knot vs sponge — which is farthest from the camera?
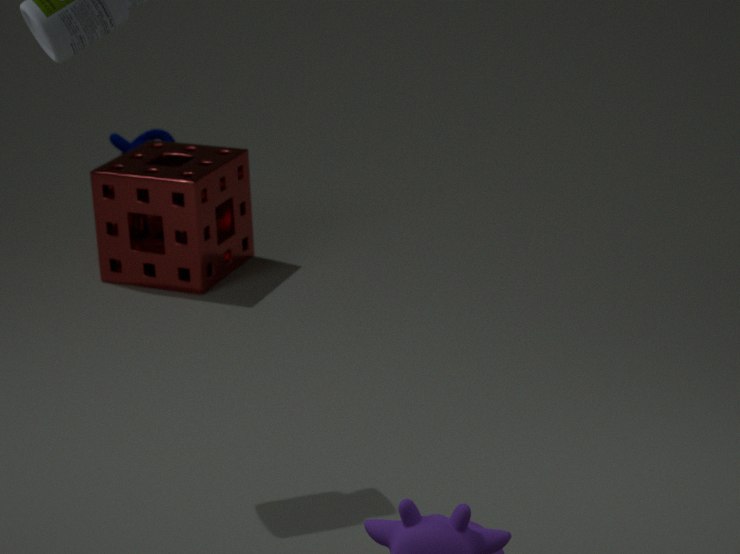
knot
